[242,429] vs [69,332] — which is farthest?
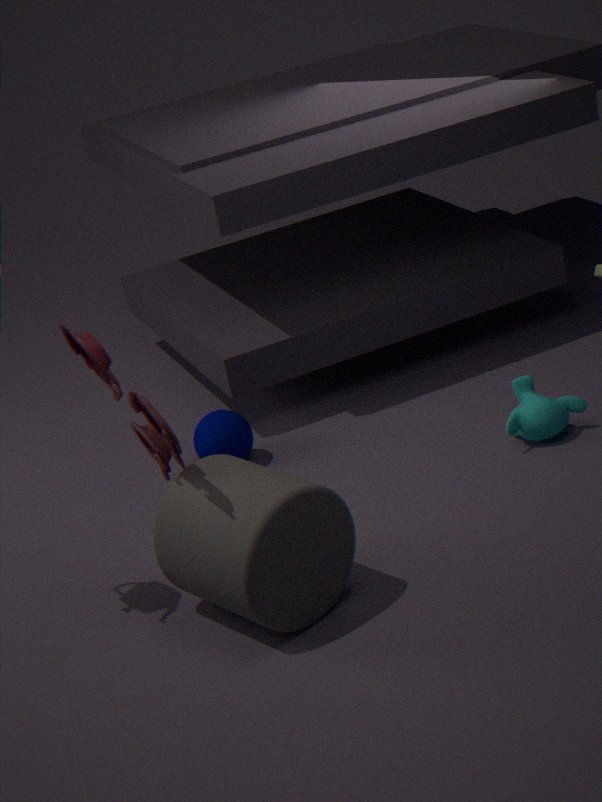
[242,429]
